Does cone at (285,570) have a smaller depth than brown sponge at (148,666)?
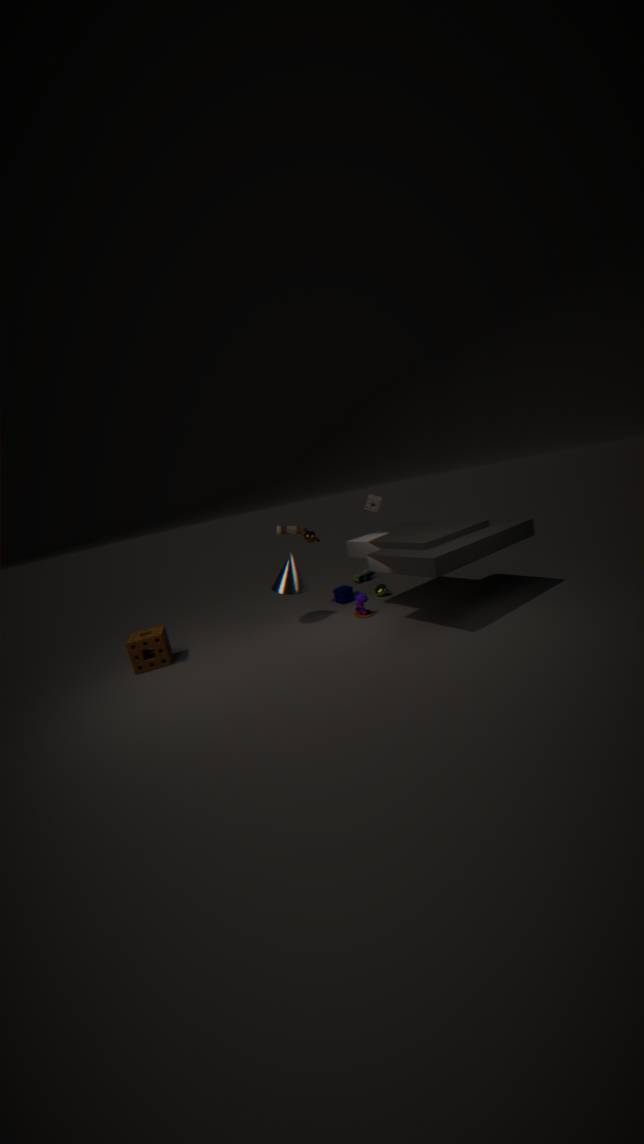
No
